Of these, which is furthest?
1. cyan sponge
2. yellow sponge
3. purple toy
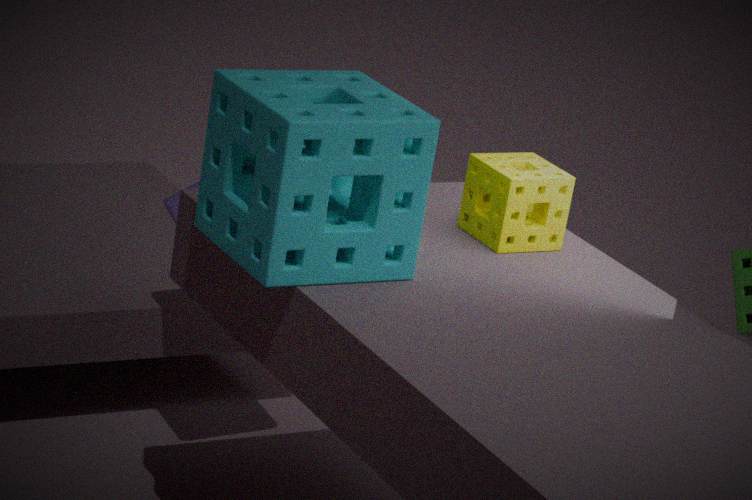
purple toy
